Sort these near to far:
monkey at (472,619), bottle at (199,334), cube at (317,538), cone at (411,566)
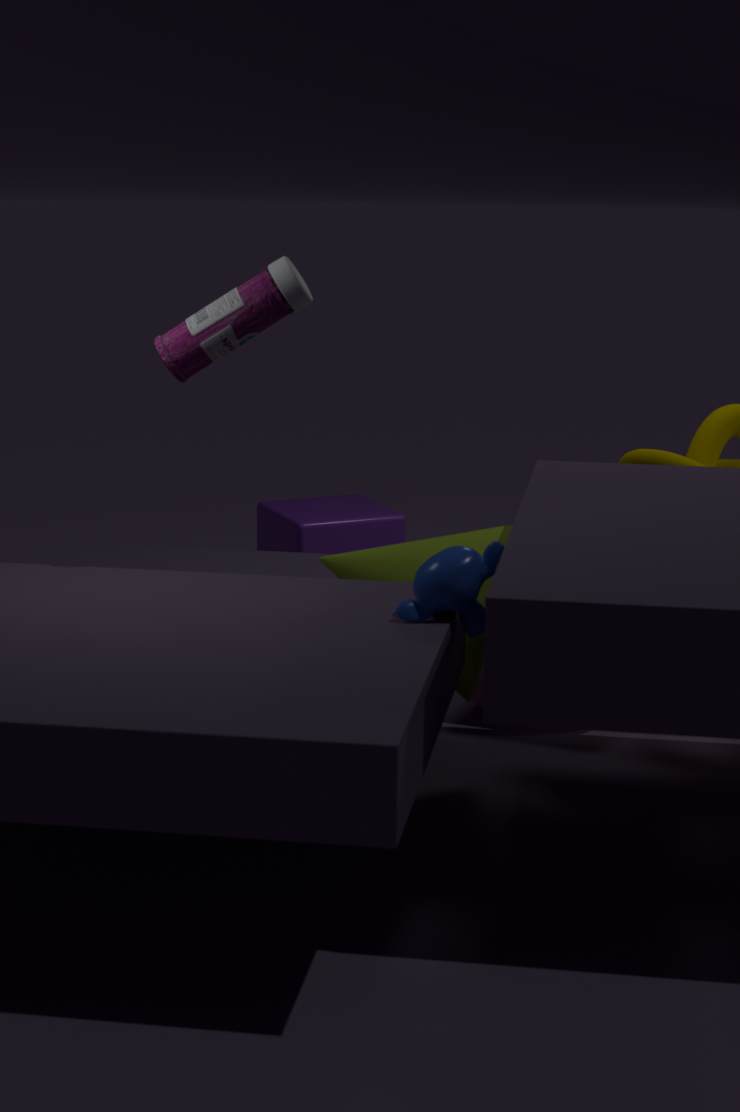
monkey at (472,619) → bottle at (199,334) → cone at (411,566) → cube at (317,538)
